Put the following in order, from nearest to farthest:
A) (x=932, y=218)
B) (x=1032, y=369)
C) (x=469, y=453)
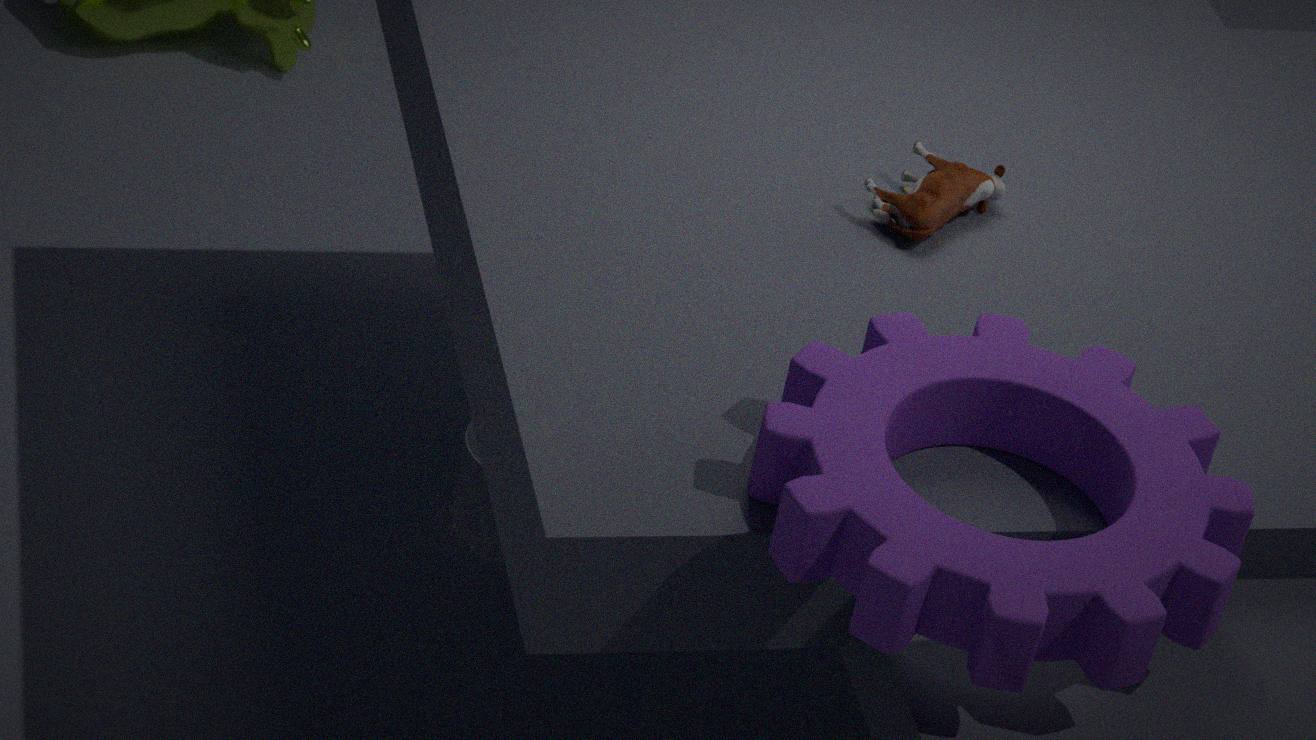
(x=1032, y=369)
(x=932, y=218)
(x=469, y=453)
